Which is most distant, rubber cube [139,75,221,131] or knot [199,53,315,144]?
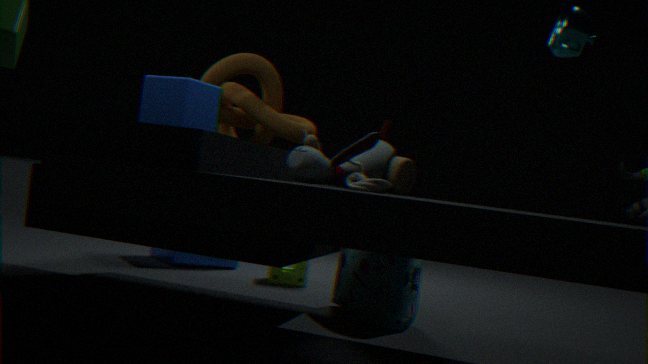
knot [199,53,315,144]
